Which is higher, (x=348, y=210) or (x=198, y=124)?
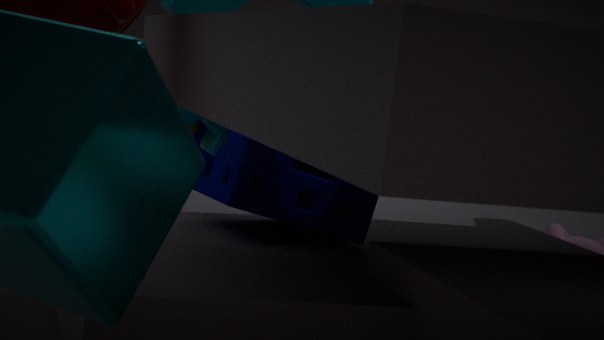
(x=198, y=124)
